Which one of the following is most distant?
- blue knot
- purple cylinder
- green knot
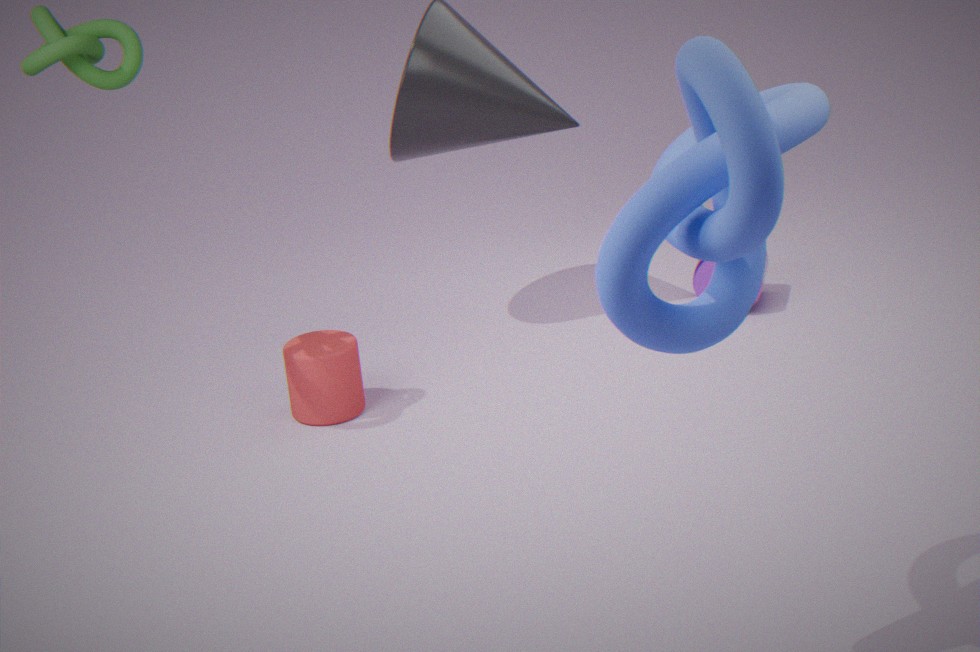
purple cylinder
